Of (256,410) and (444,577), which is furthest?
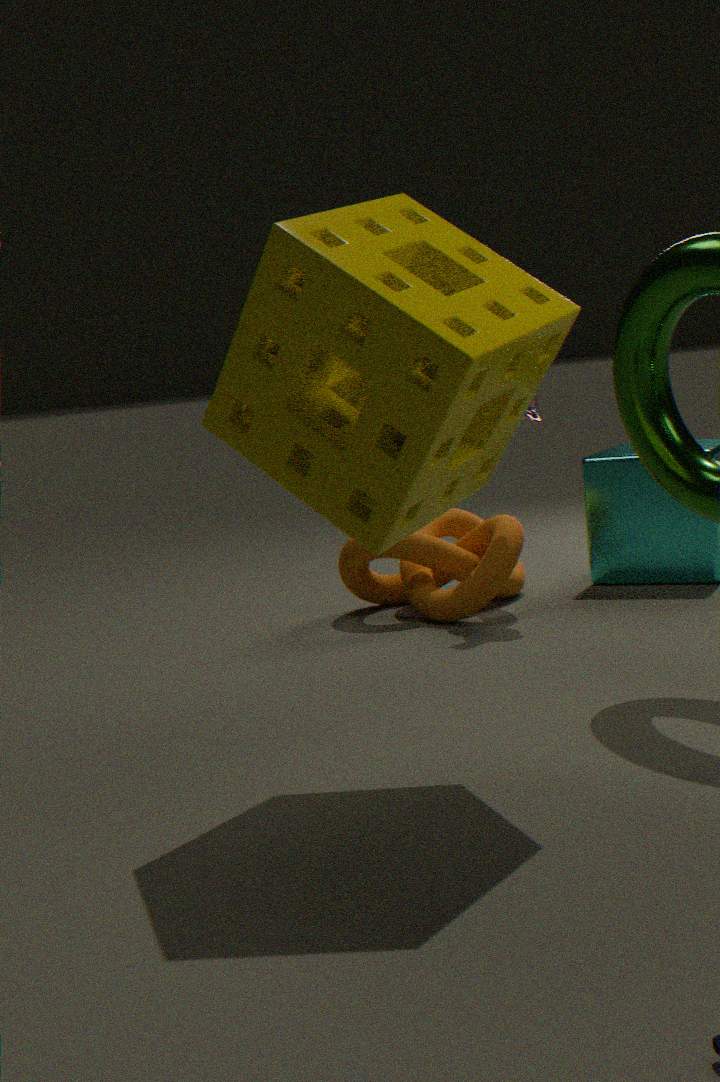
(444,577)
